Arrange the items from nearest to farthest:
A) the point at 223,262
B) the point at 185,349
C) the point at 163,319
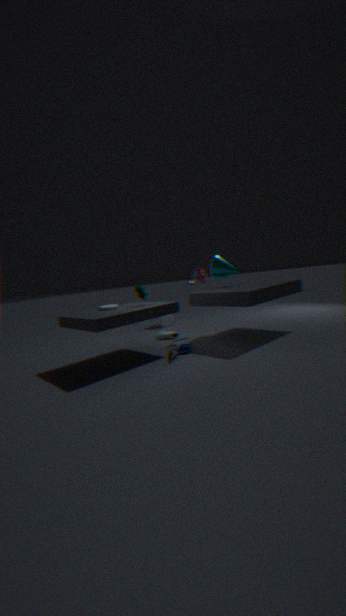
the point at 185,349, the point at 223,262, the point at 163,319
